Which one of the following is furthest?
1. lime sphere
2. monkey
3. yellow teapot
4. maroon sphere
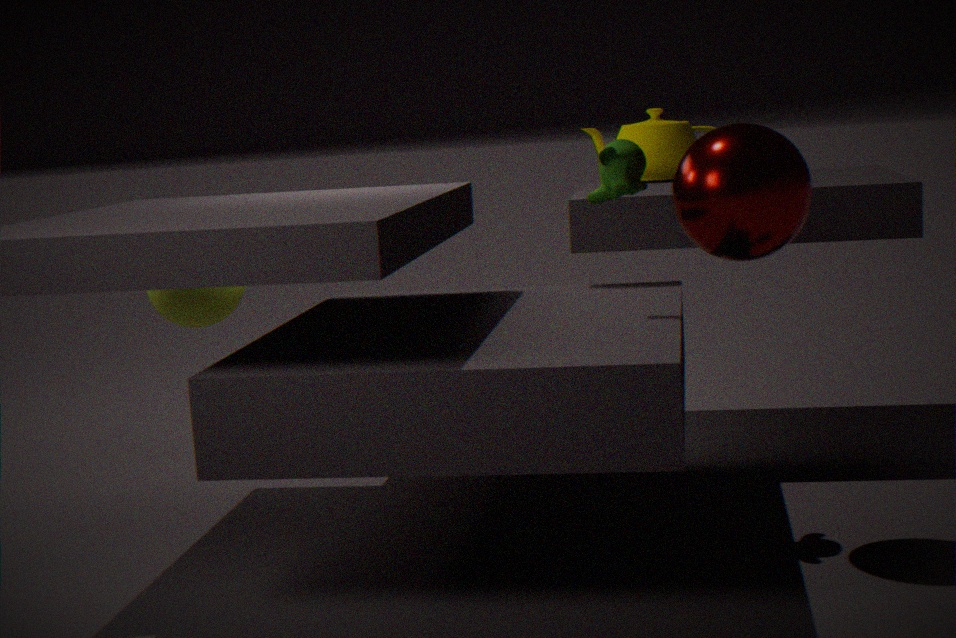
yellow teapot
